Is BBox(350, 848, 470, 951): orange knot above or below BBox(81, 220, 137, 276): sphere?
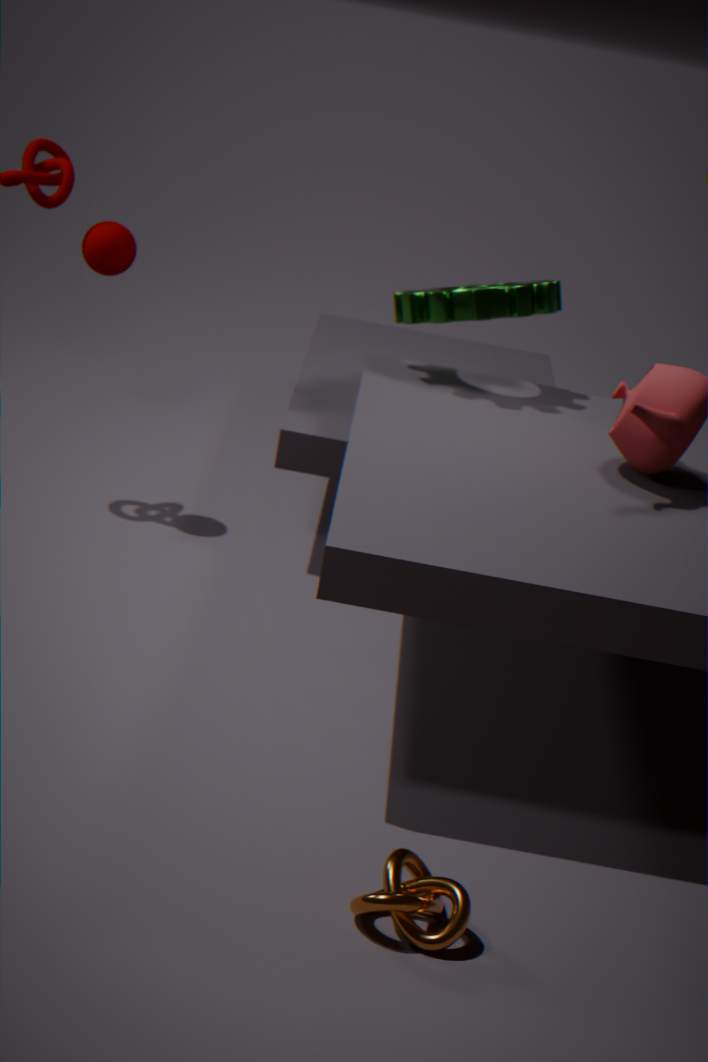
below
